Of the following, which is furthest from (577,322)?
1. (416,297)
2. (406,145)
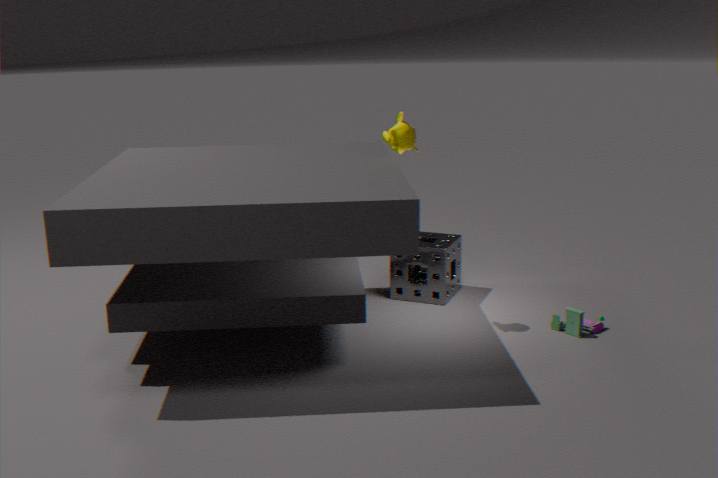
(406,145)
